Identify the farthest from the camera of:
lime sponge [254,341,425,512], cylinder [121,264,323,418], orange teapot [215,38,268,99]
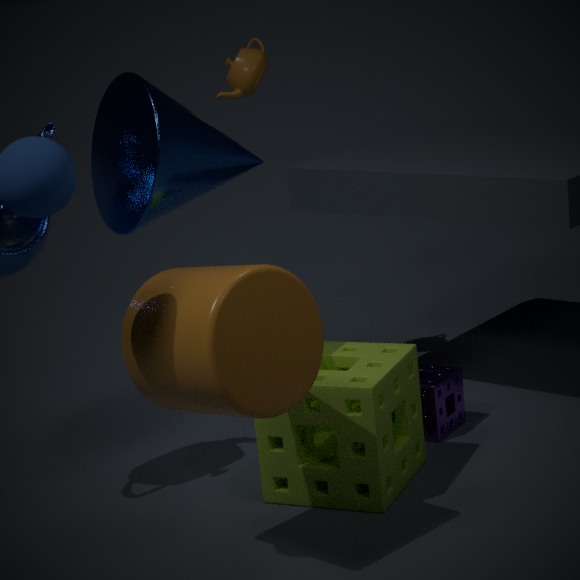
orange teapot [215,38,268,99]
